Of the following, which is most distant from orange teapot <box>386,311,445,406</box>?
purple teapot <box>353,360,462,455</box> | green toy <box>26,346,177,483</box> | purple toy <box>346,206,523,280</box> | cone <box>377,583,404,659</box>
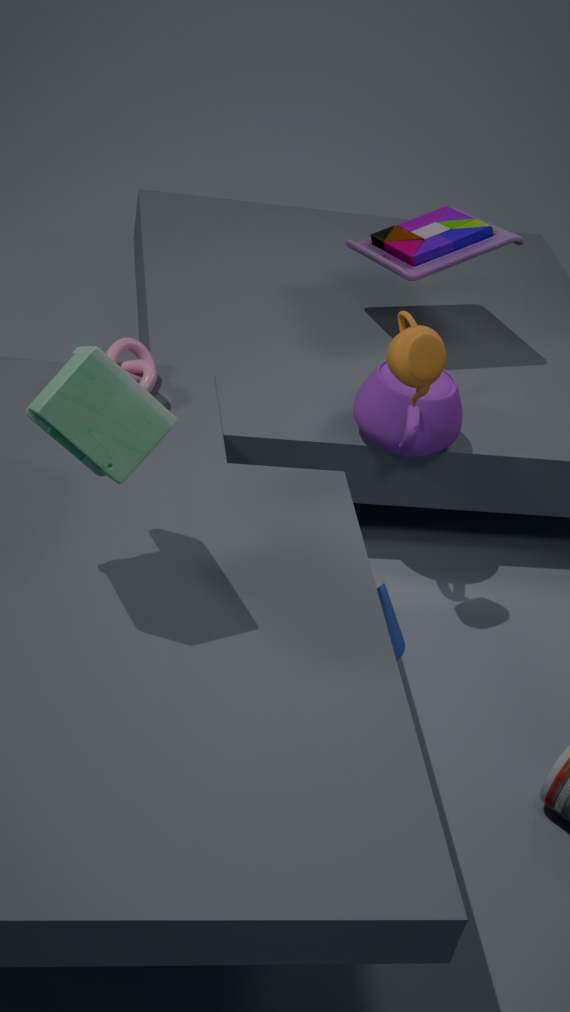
green toy <box>26,346,177,483</box>
